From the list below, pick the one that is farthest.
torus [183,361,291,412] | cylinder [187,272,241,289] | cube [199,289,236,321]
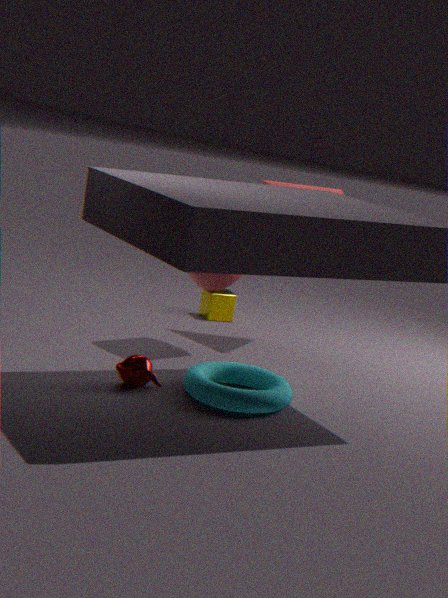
cube [199,289,236,321]
